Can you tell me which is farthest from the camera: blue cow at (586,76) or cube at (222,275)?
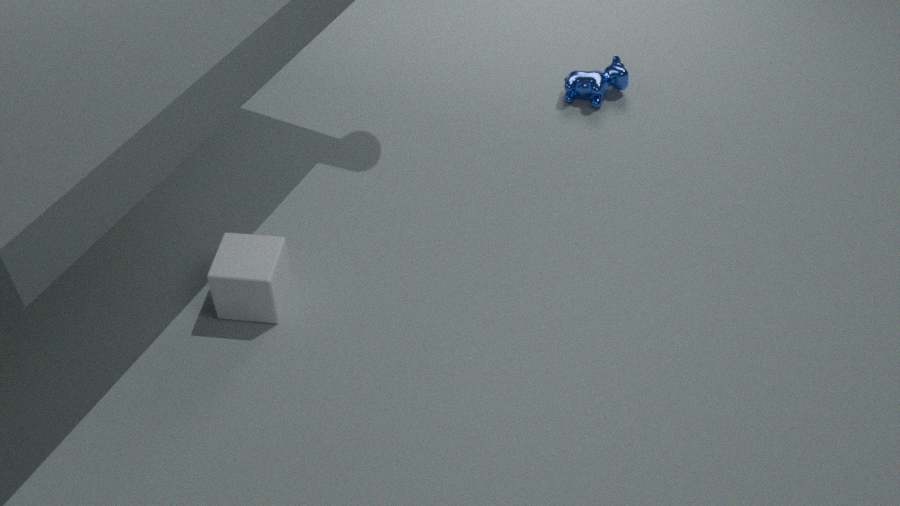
blue cow at (586,76)
